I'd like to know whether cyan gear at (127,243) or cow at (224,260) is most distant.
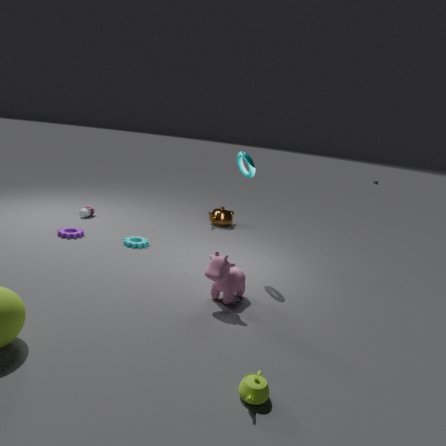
cyan gear at (127,243)
